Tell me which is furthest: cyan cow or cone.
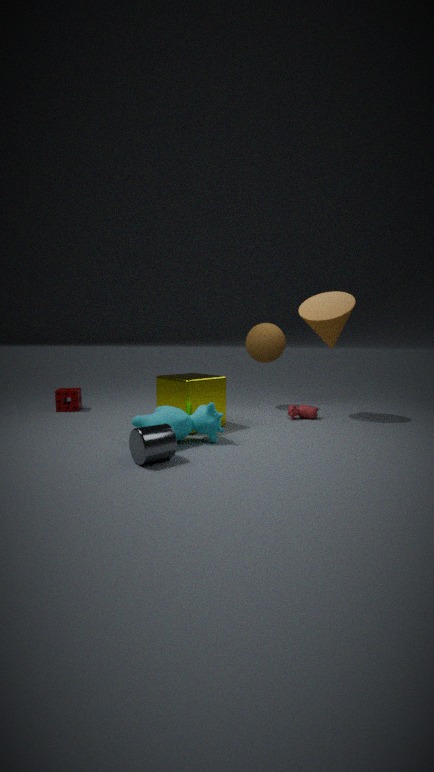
cone
